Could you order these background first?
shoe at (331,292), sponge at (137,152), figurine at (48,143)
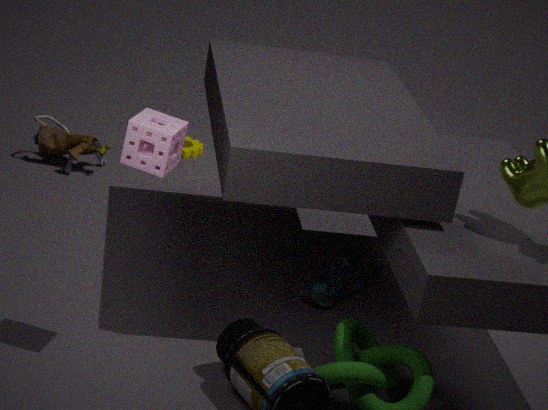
figurine at (48,143)
shoe at (331,292)
sponge at (137,152)
